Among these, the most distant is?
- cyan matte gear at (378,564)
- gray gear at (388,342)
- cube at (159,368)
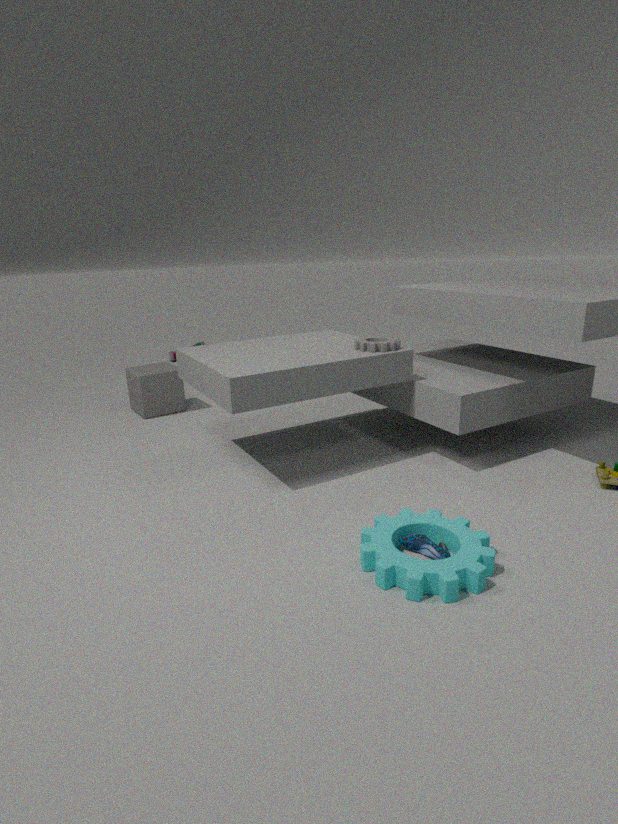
cube at (159,368)
